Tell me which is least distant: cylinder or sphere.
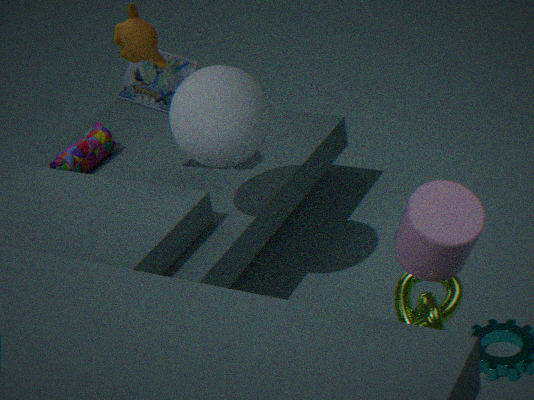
cylinder
